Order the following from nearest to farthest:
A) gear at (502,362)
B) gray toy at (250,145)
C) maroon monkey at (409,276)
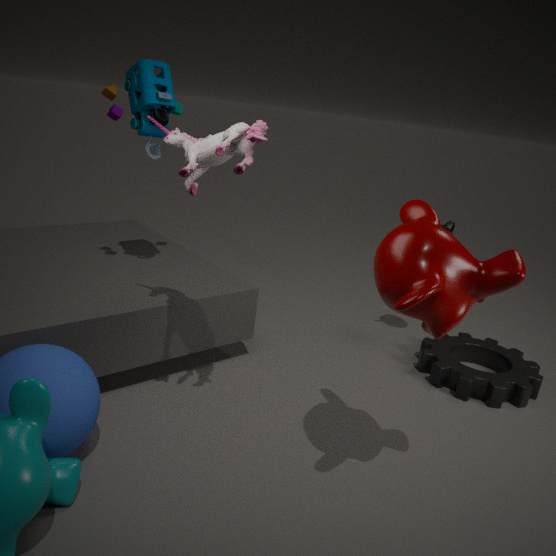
maroon monkey at (409,276) → gray toy at (250,145) → gear at (502,362)
